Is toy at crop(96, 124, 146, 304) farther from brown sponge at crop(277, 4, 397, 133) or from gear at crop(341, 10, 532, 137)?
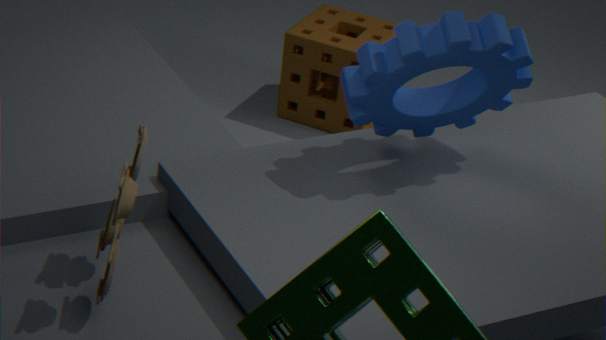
brown sponge at crop(277, 4, 397, 133)
